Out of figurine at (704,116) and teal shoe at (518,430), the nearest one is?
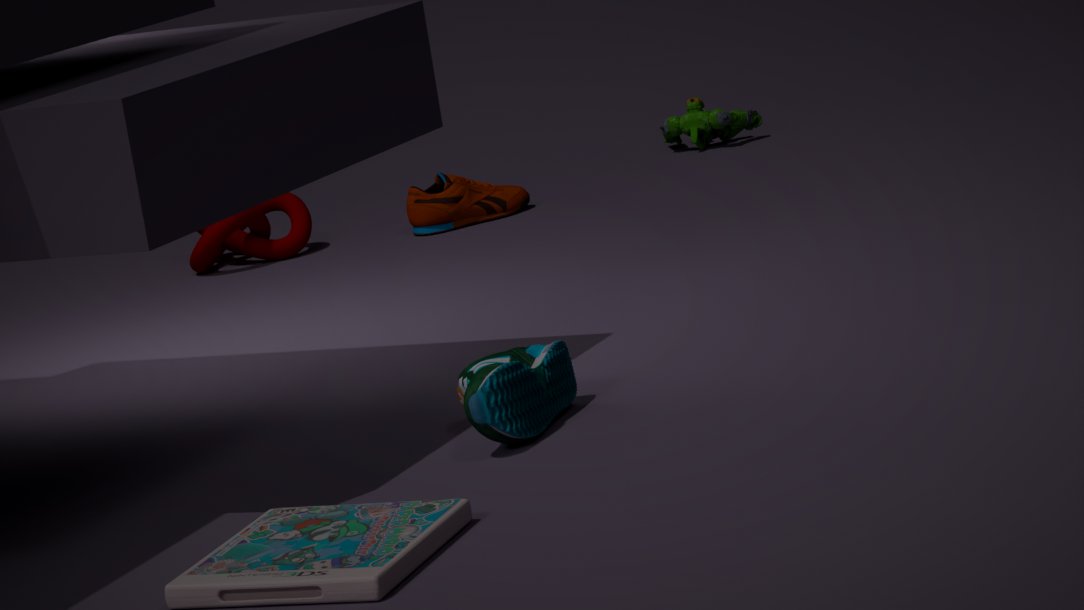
teal shoe at (518,430)
